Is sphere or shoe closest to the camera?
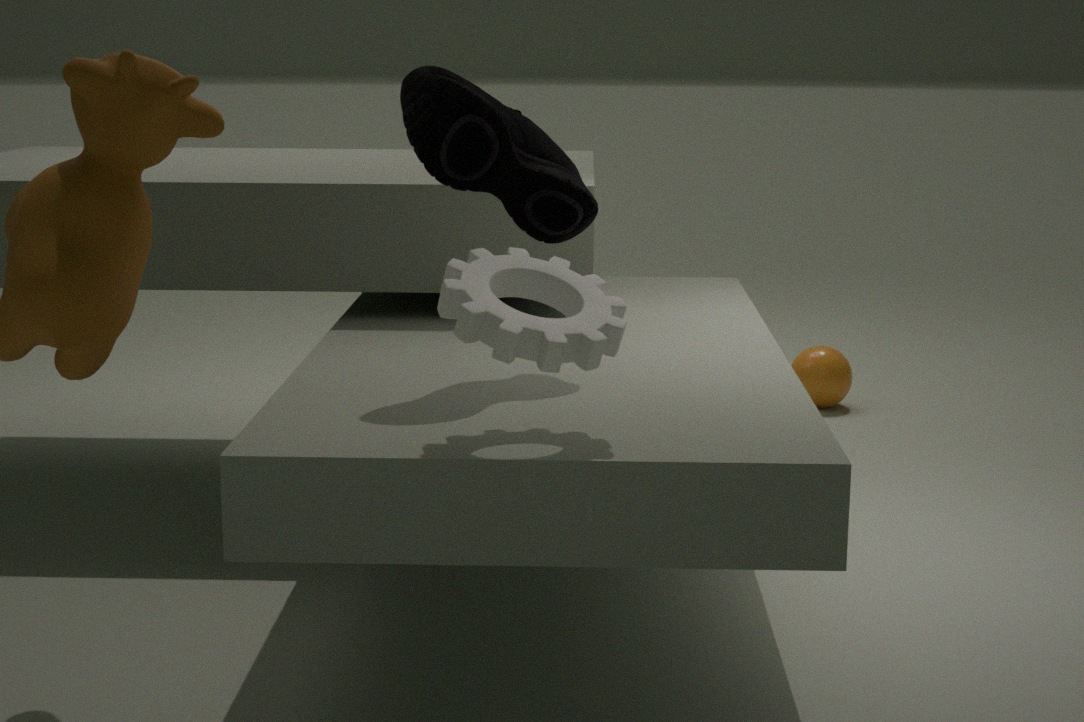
shoe
